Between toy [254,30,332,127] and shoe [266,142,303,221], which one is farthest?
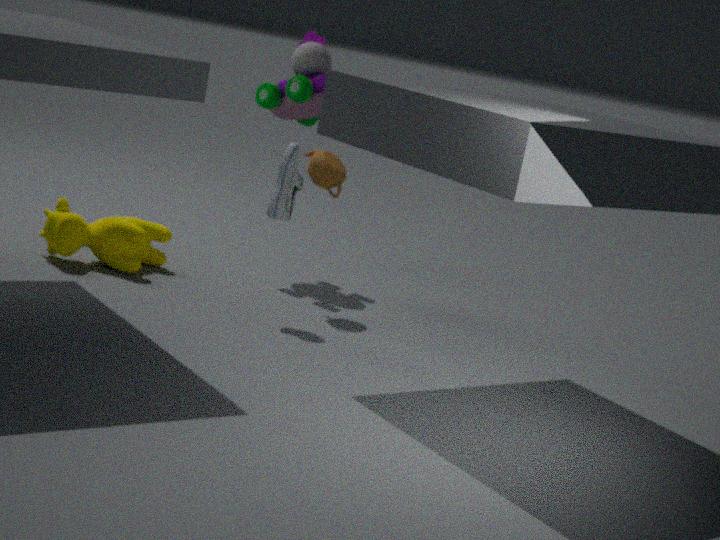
toy [254,30,332,127]
